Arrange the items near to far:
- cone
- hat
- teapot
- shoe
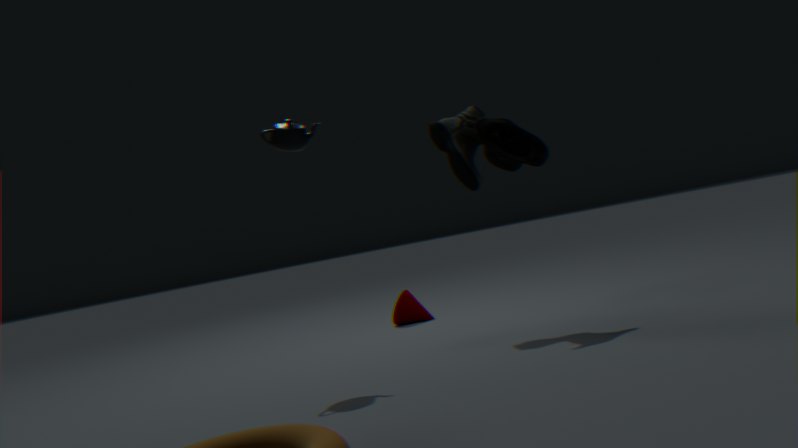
teapot
hat
shoe
cone
